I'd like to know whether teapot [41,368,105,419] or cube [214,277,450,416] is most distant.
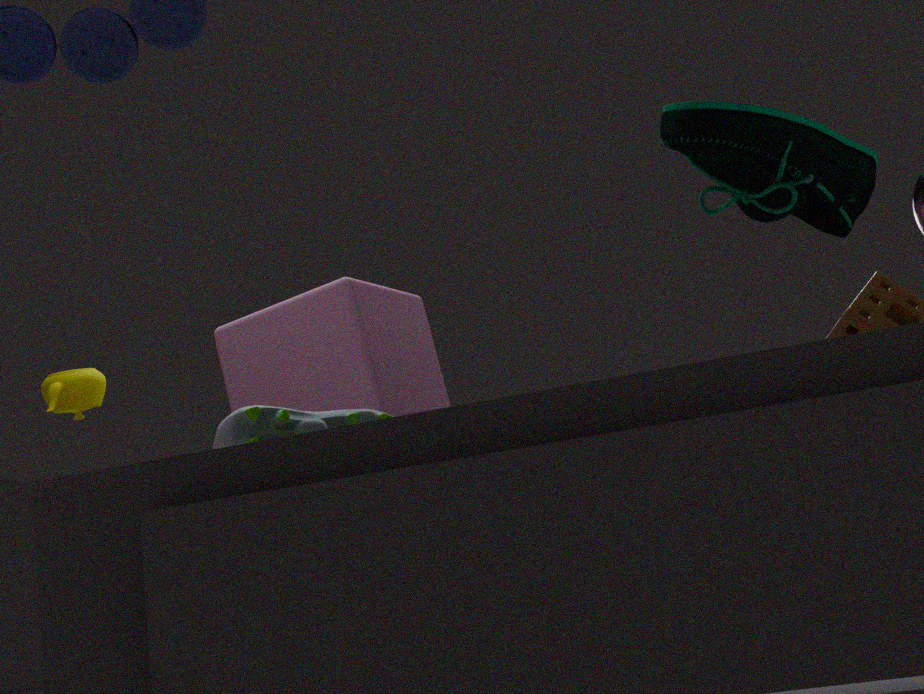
teapot [41,368,105,419]
